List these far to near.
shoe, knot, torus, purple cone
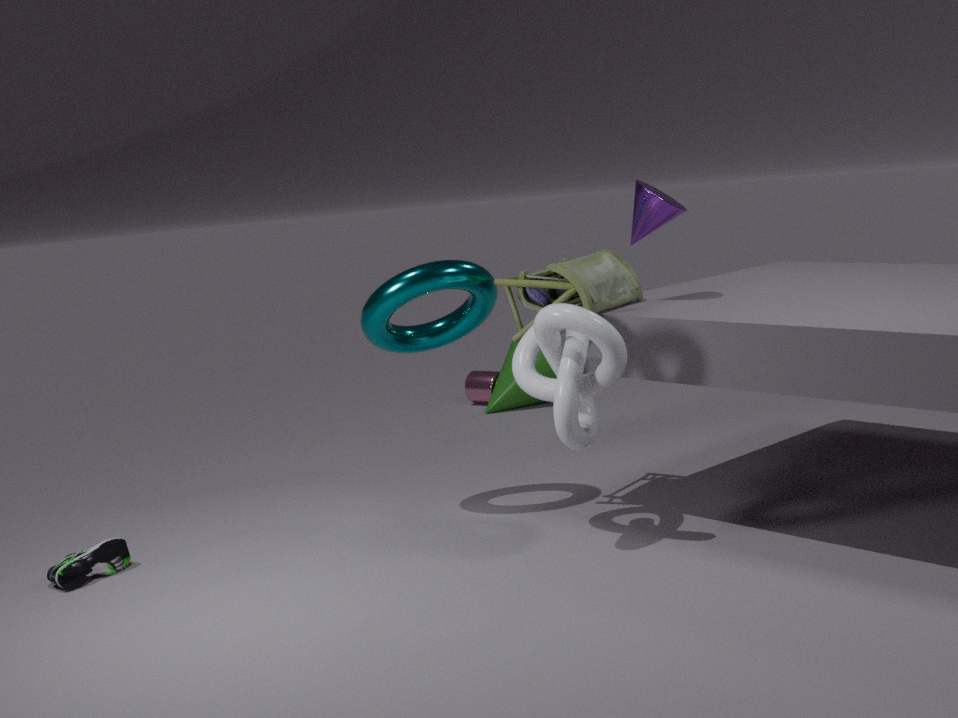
torus < purple cone < shoe < knot
